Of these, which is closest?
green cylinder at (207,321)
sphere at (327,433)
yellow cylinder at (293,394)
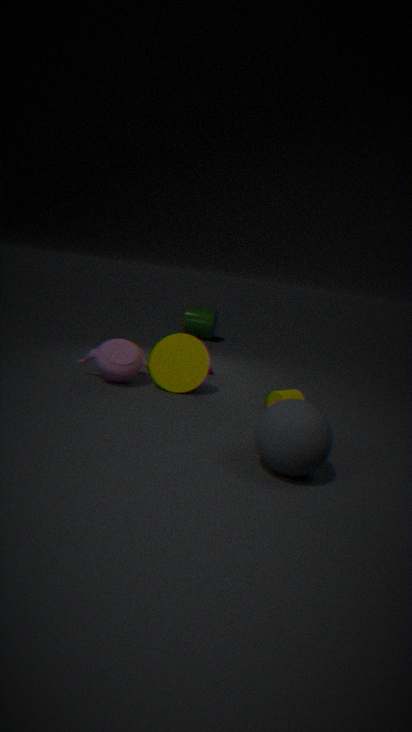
sphere at (327,433)
